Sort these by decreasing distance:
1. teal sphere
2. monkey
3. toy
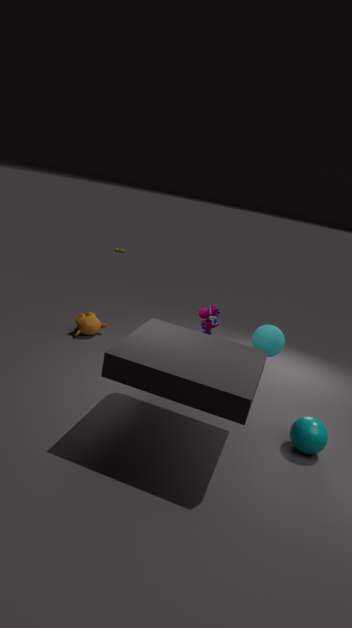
monkey < toy < teal sphere
